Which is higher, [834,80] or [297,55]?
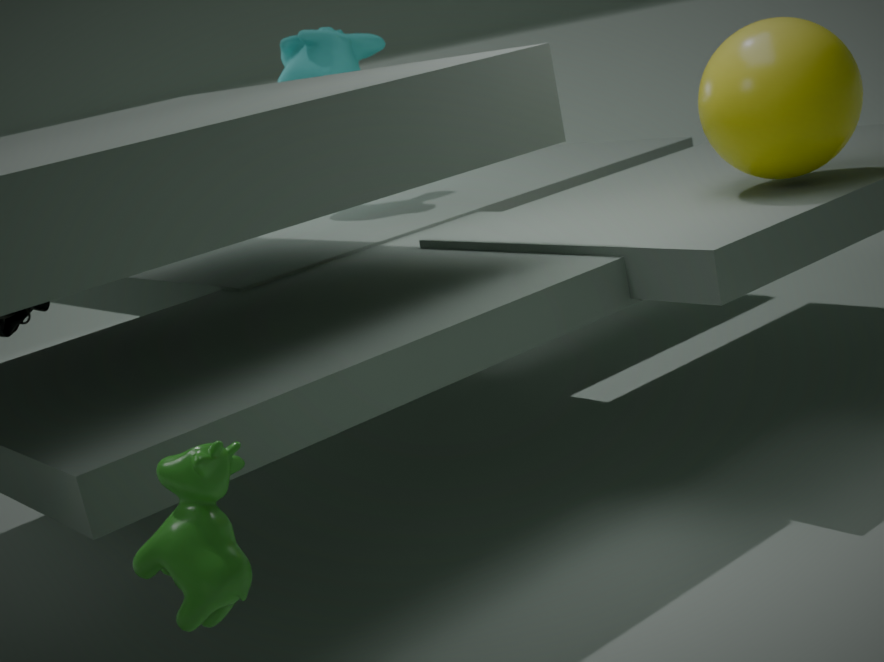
[297,55]
